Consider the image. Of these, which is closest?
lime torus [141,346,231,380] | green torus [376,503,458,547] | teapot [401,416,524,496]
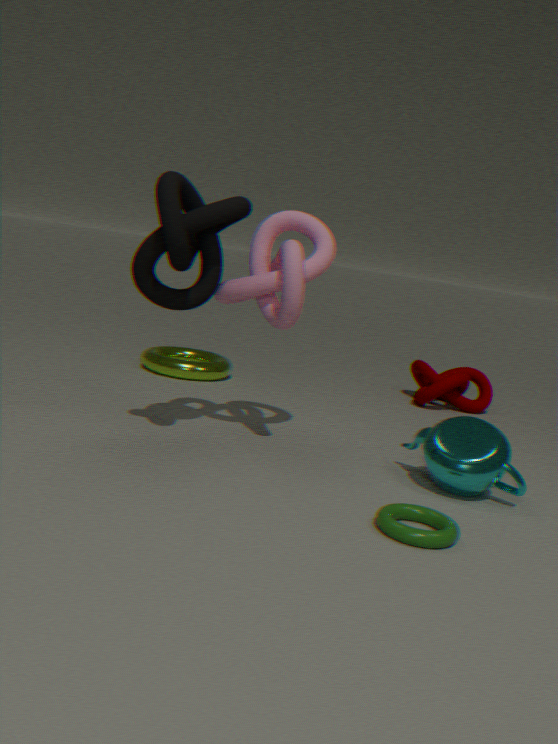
green torus [376,503,458,547]
